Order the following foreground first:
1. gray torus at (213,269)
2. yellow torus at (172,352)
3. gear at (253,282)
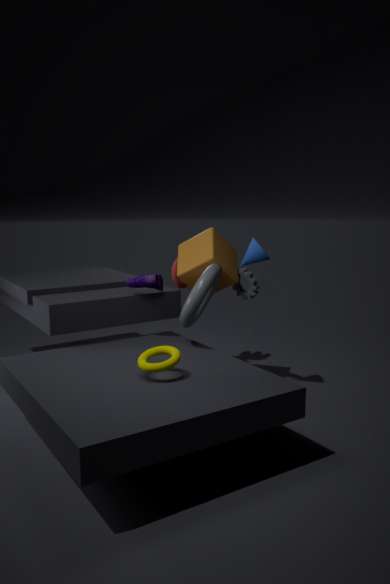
yellow torus at (172,352), gray torus at (213,269), gear at (253,282)
